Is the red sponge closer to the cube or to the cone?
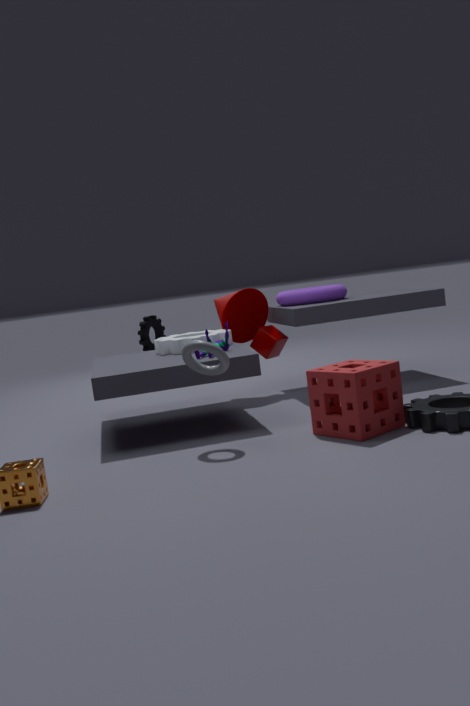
the cube
